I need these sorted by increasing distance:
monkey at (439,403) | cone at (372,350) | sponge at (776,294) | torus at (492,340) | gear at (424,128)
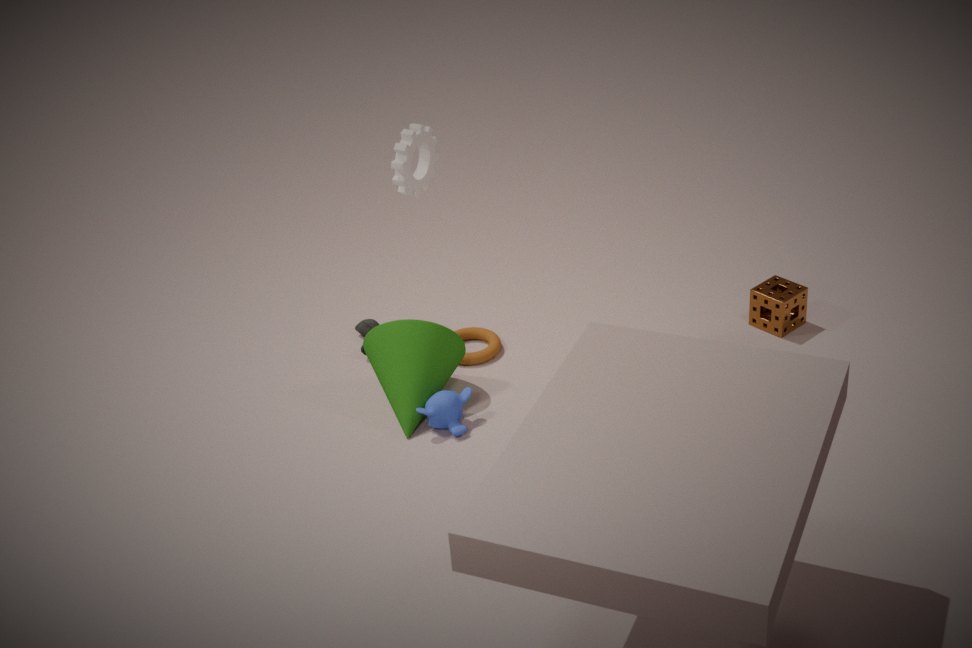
gear at (424,128)
monkey at (439,403)
cone at (372,350)
sponge at (776,294)
torus at (492,340)
